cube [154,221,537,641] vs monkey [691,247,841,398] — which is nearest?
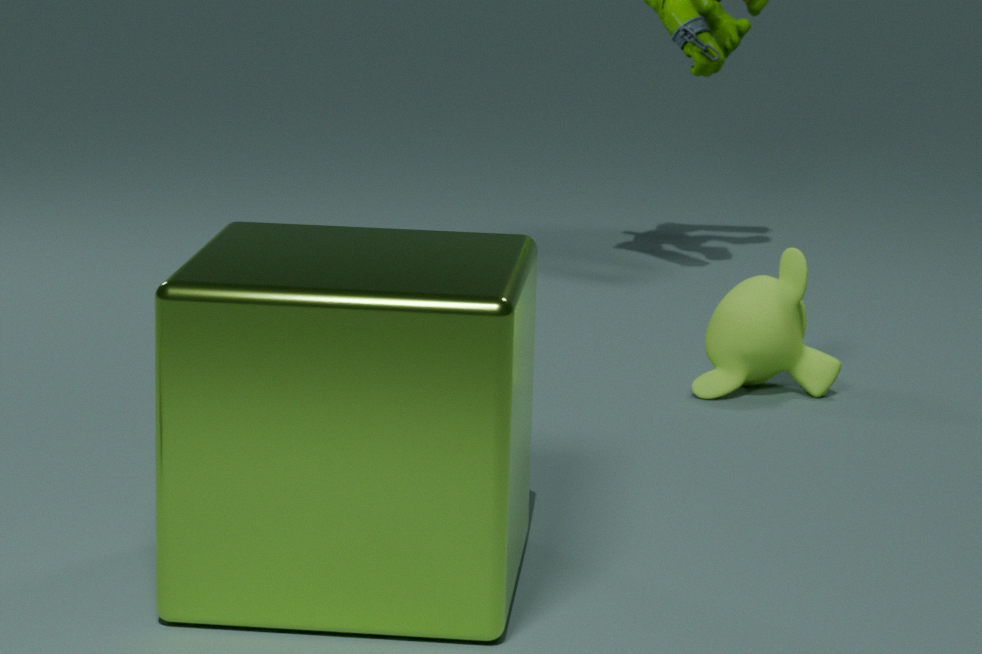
cube [154,221,537,641]
